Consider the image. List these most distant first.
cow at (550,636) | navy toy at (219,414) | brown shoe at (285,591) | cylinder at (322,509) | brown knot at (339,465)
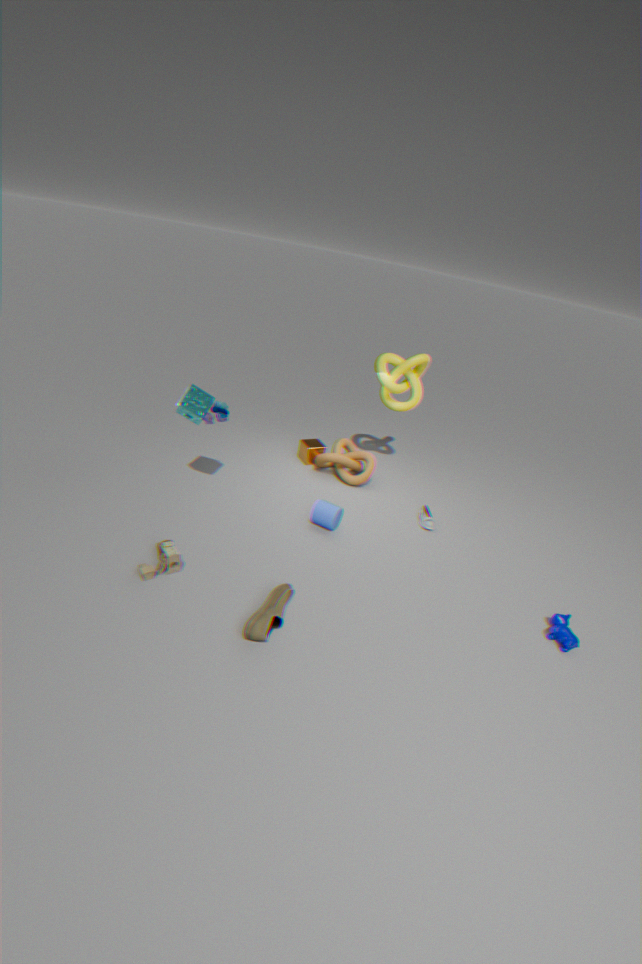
navy toy at (219,414) → brown knot at (339,465) → cylinder at (322,509) → cow at (550,636) → brown shoe at (285,591)
